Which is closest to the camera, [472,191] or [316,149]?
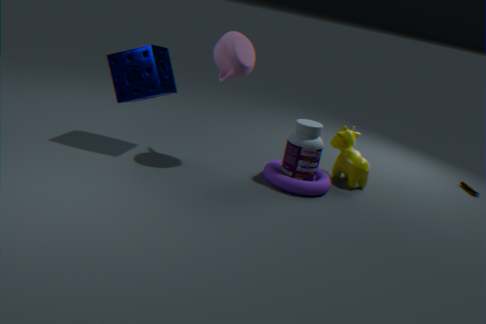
[316,149]
